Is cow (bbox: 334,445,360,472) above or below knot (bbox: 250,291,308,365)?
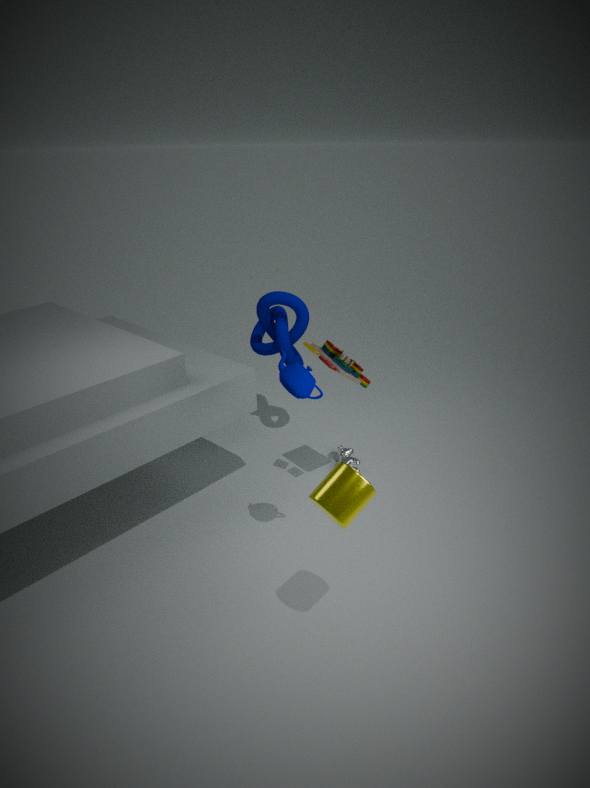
below
